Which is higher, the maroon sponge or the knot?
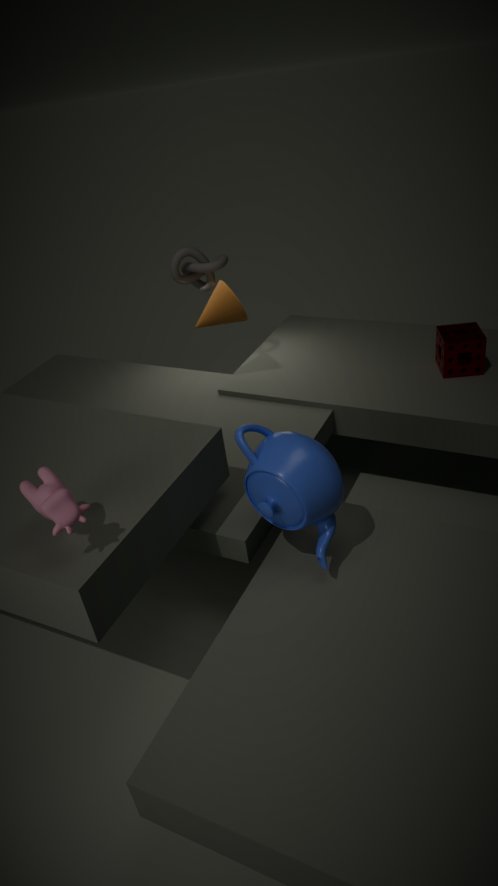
the knot
